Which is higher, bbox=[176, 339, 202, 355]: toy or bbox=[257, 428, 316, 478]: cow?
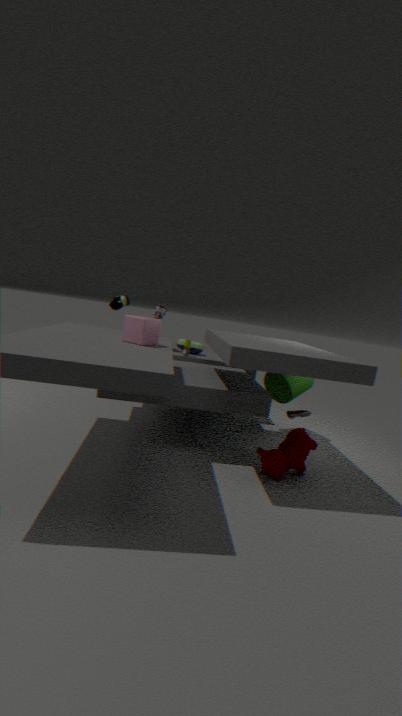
bbox=[176, 339, 202, 355]: toy
